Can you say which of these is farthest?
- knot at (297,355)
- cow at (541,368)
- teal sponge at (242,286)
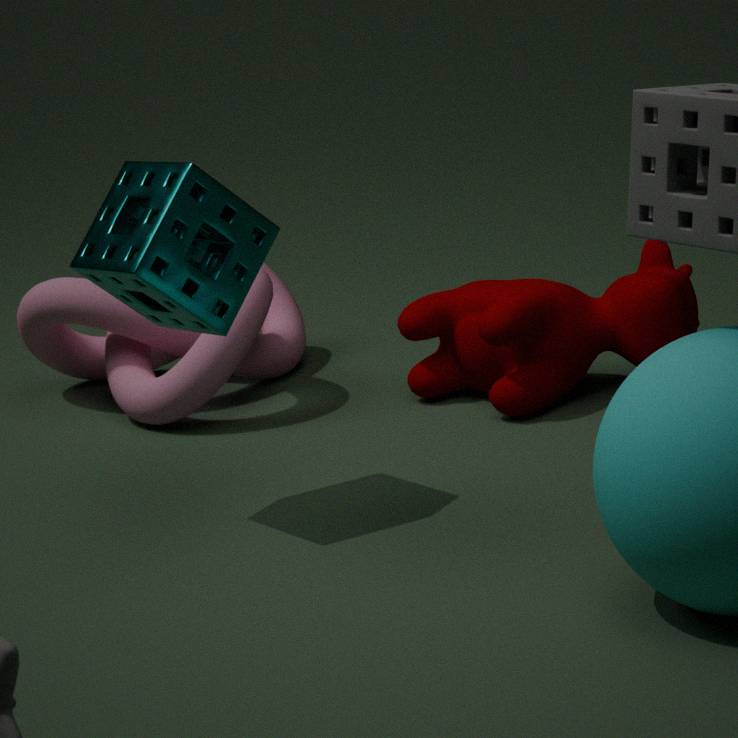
knot at (297,355)
